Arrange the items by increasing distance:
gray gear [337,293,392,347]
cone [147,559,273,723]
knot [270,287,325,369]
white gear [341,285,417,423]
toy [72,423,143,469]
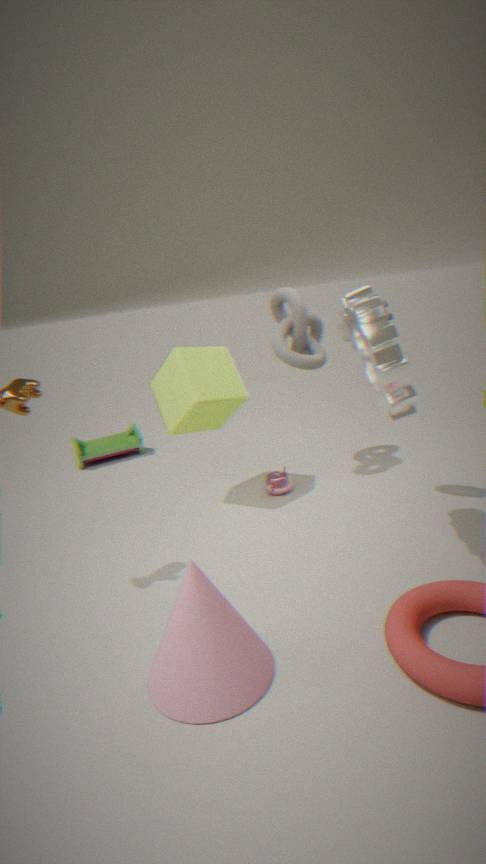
cone [147,559,273,723] → white gear [341,285,417,423] → gray gear [337,293,392,347] → knot [270,287,325,369] → toy [72,423,143,469]
